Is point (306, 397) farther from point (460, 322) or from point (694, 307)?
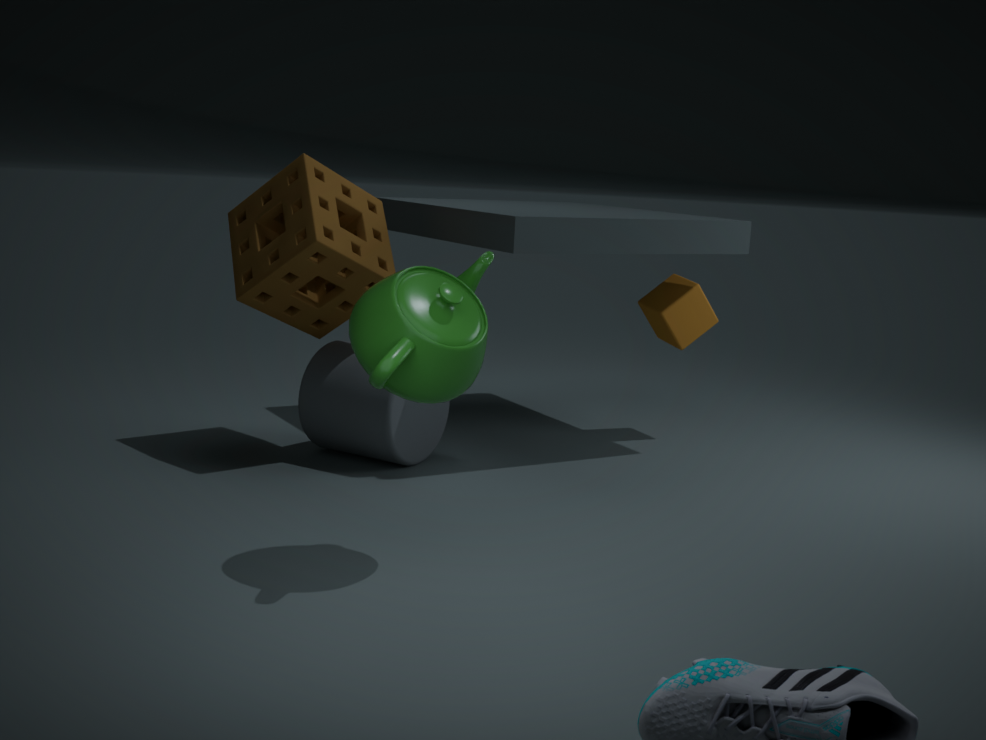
point (694, 307)
